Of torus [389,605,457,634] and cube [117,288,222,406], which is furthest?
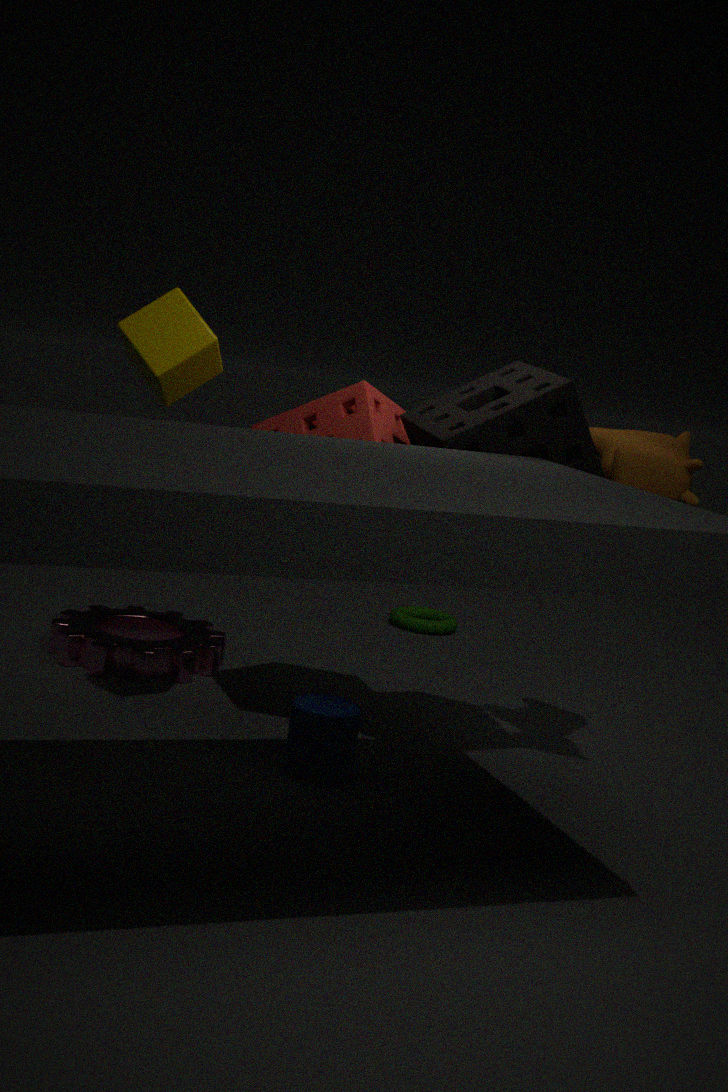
torus [389,605,457,634]
